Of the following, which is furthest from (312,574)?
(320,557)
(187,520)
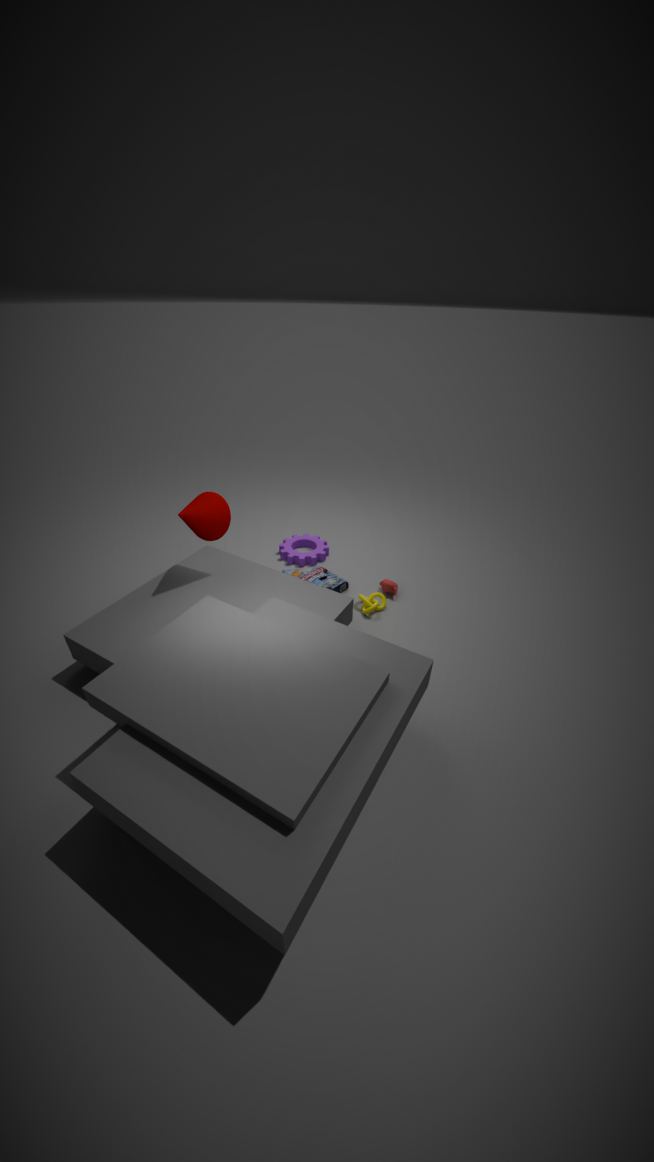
(187,520)
